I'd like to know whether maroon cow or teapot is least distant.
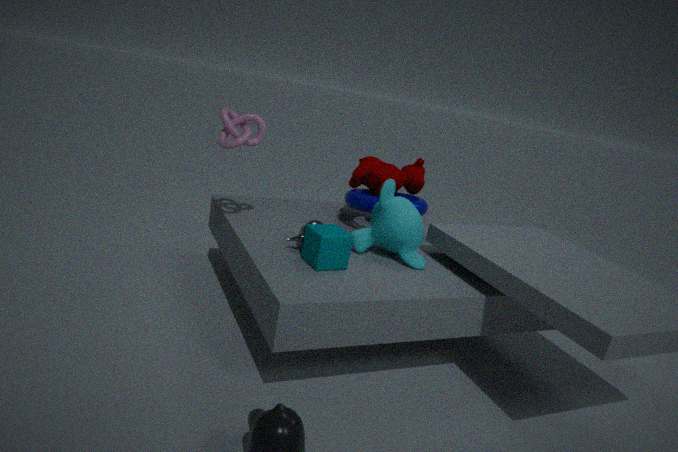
teapot
